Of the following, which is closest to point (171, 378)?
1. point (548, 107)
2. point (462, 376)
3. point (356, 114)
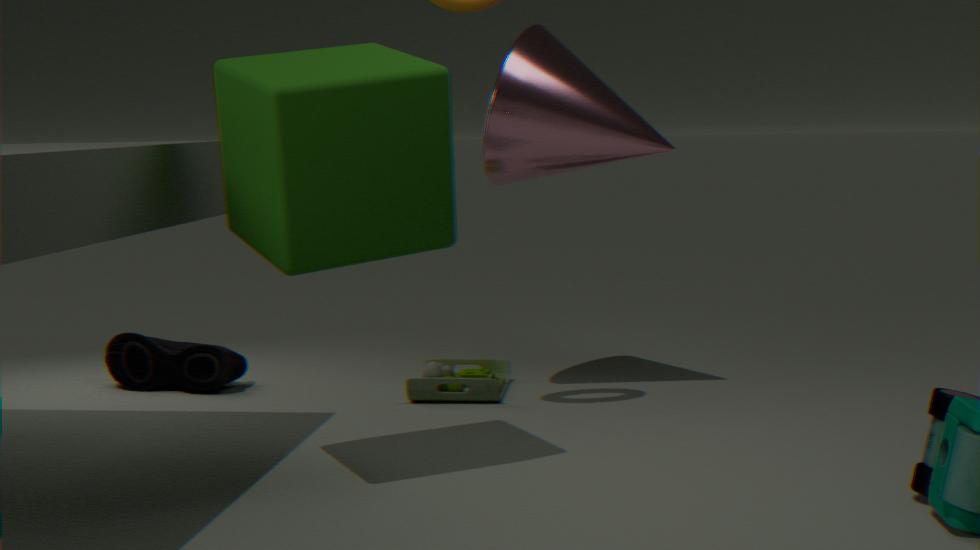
point (462, 376)
